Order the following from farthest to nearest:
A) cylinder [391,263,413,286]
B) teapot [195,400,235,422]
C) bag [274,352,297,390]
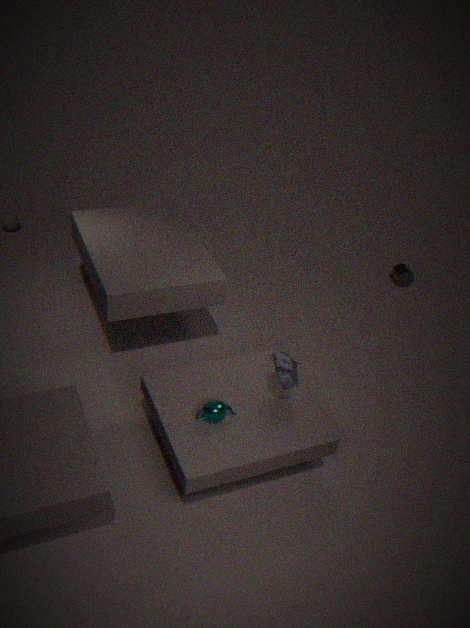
cylinder [391,263,413,286] < bag [274,352,297,390] < teapot [195,400,235,422]
